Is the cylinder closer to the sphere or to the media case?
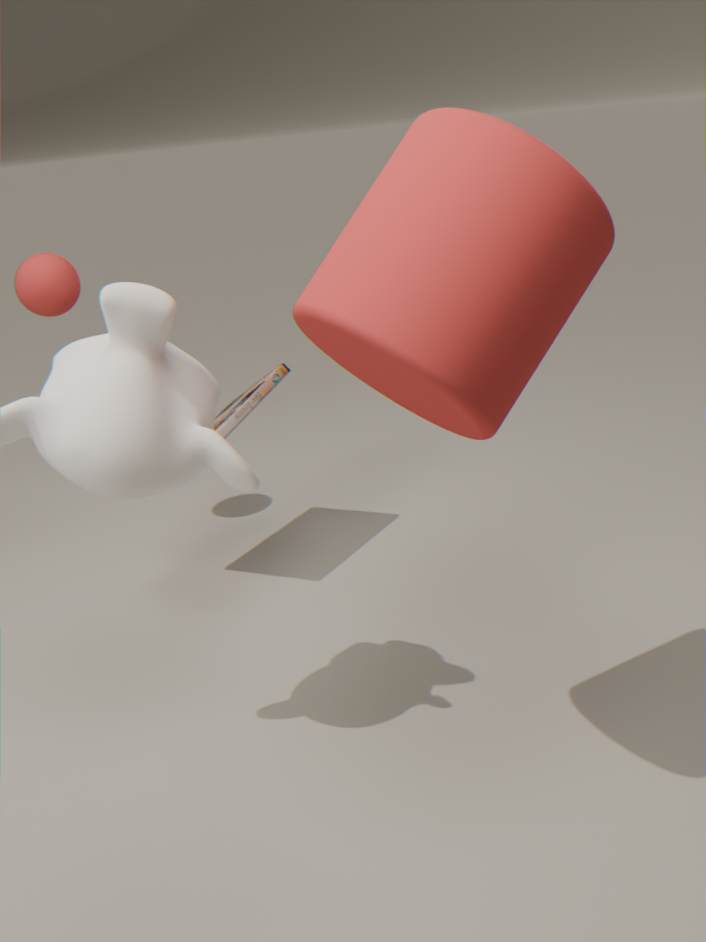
the media case
